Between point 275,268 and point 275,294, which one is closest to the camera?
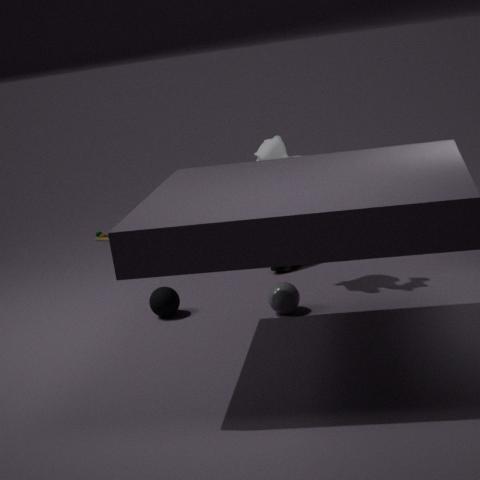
point 275,294
